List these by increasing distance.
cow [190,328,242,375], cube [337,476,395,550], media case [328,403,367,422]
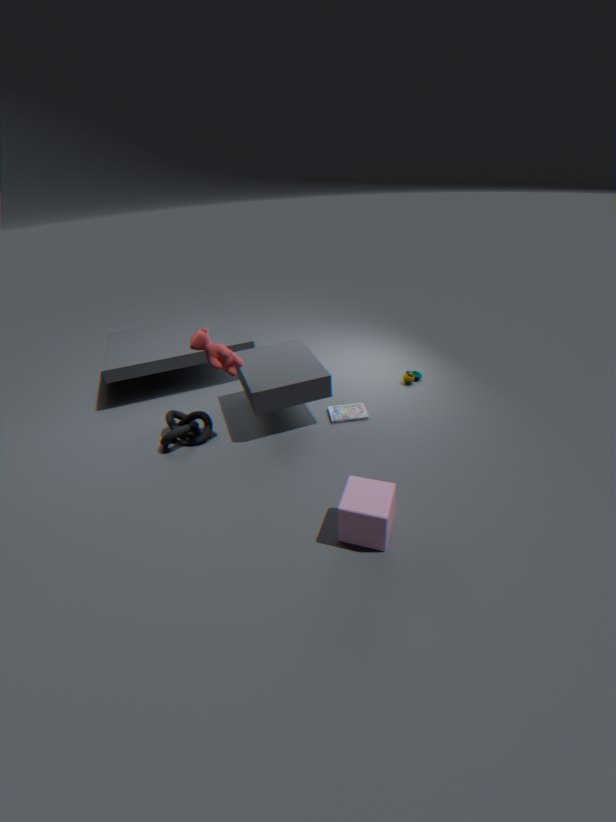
cube [337,476,395,550] → cow [190,328,242,375] → media case [328,403,367,422]
